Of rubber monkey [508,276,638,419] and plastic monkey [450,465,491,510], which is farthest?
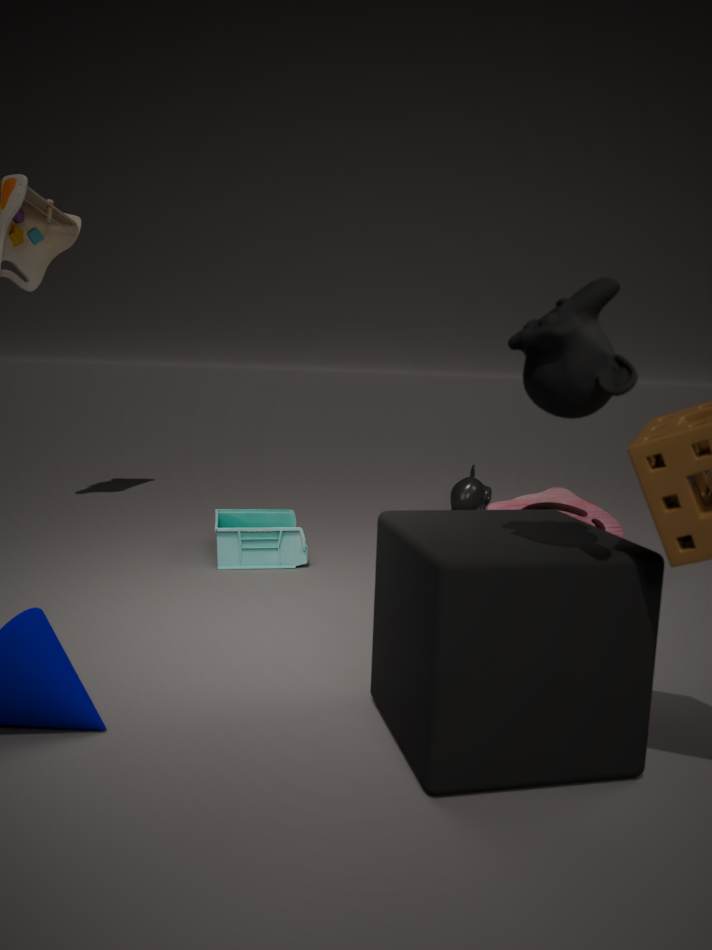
plastic monkey [450,465,491,510]
